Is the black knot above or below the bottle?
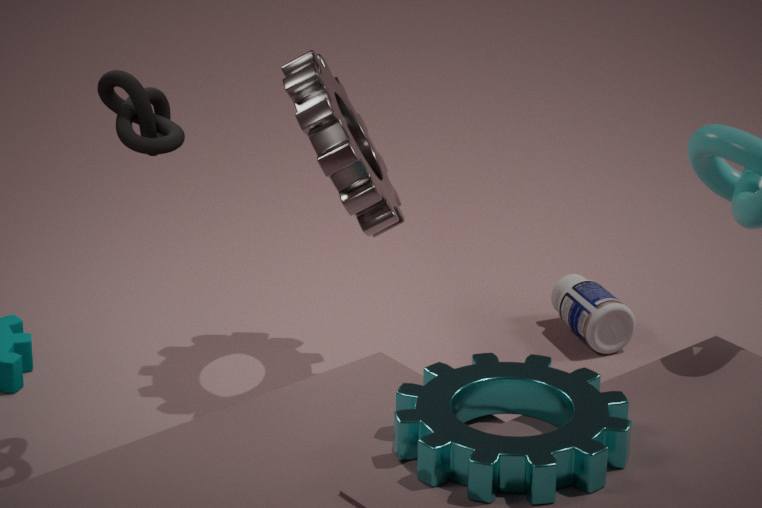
above
